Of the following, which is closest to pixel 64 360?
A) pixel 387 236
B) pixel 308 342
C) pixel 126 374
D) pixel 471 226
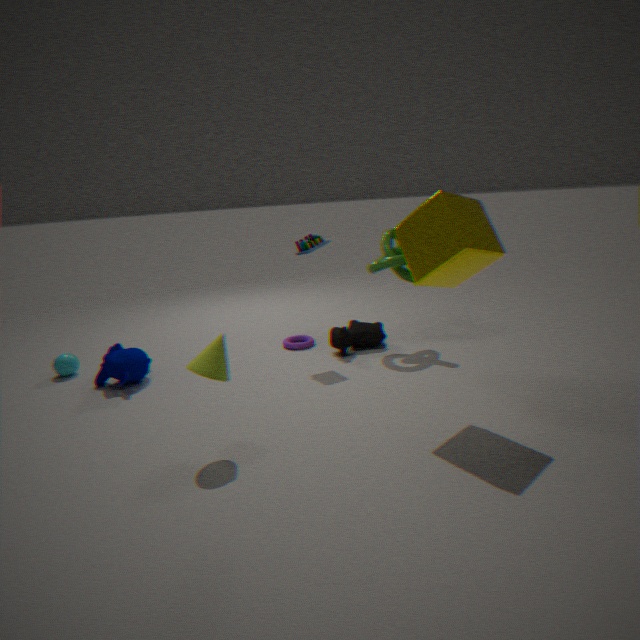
pixel 126 374
